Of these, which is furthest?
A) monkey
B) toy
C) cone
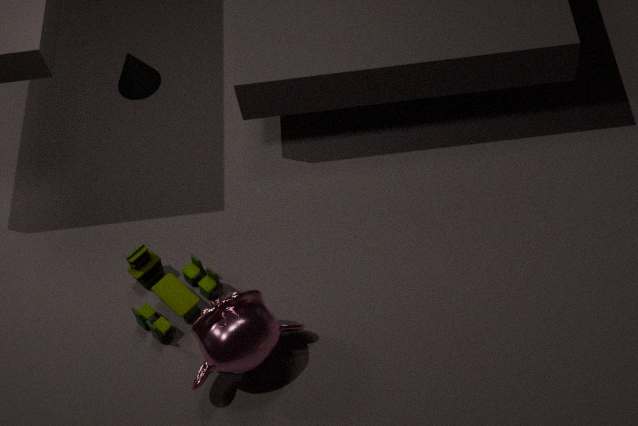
cone
